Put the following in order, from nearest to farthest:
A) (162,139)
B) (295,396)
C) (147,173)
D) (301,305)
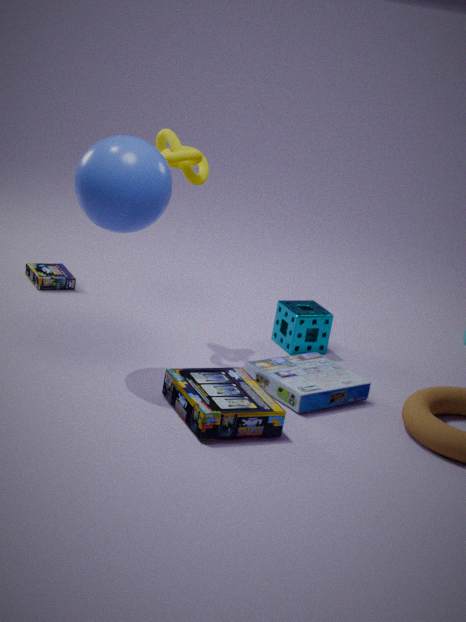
(147,173), (295,396), (162,139), (301,305)
